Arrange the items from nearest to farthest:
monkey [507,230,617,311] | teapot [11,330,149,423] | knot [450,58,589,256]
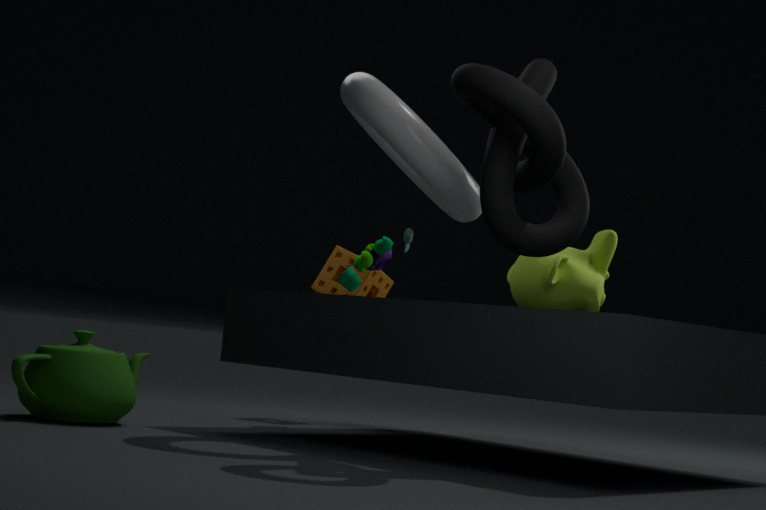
knot [450,58,589,256] → teapot [11,330,149,423] → monkey [507,230,617,311]
